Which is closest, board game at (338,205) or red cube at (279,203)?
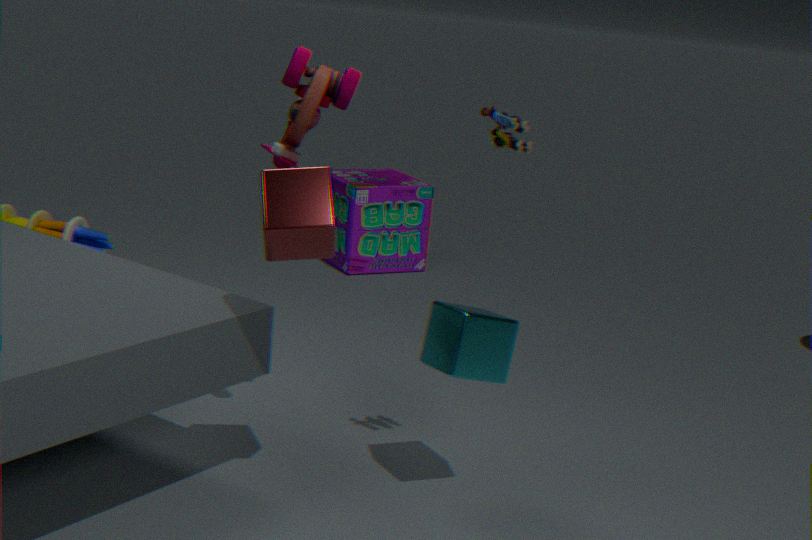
red cube at (279,203)
